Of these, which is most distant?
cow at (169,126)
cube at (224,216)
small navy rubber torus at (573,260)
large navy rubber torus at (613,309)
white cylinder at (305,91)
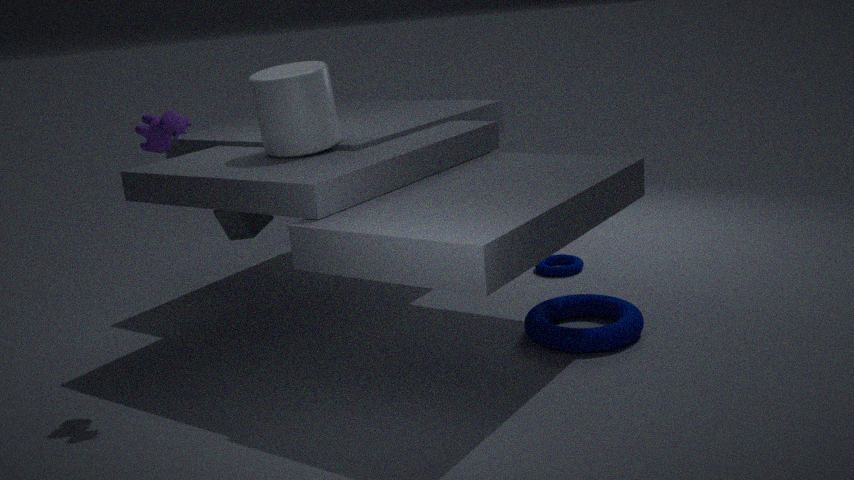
small navy rubber torus at (573,260)
